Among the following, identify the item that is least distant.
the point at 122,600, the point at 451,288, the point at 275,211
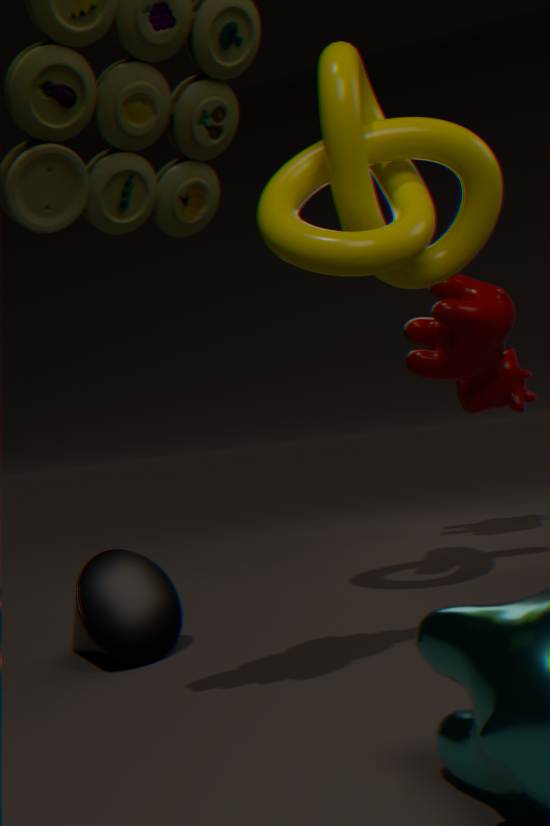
the point at 122,600
